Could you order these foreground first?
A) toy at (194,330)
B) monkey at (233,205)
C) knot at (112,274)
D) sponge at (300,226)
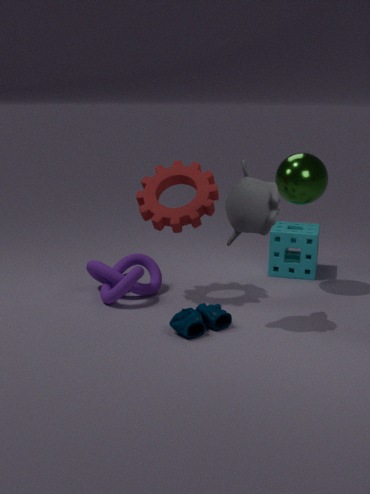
1. monkey at (233,205)
2. toy at (194,330)
3. knot at (112,274)
4. sponge at (300,226)
